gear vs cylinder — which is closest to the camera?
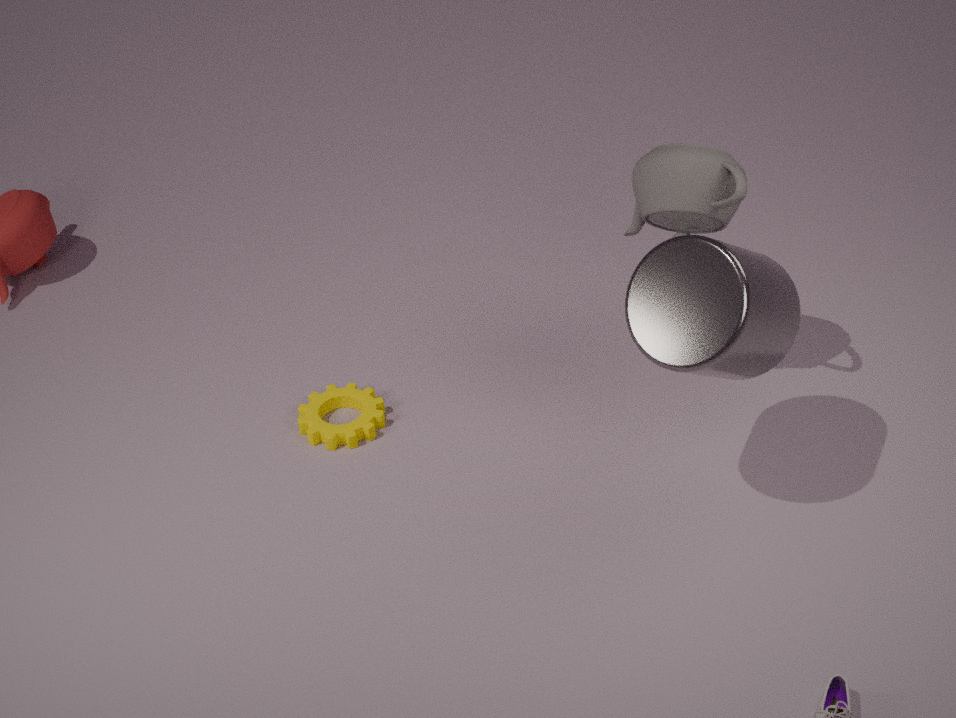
cylinder
